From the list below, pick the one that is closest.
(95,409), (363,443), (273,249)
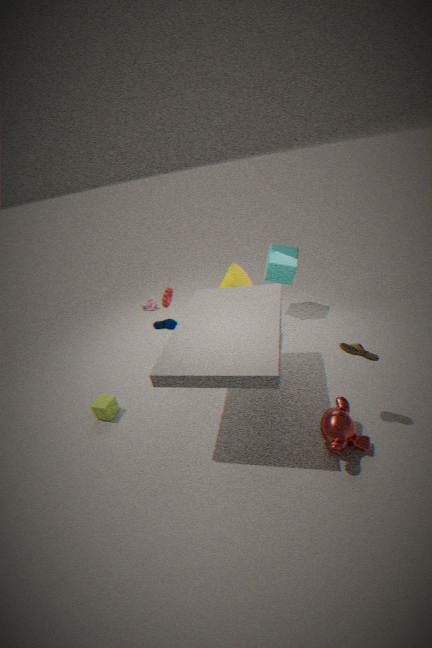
(363,443)
